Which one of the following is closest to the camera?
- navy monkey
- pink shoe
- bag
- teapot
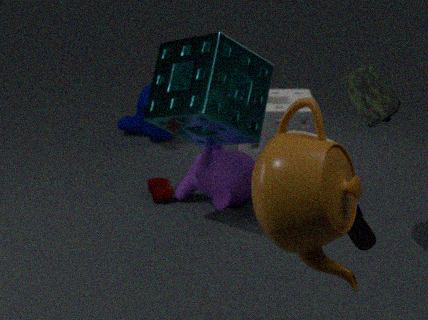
teapot
